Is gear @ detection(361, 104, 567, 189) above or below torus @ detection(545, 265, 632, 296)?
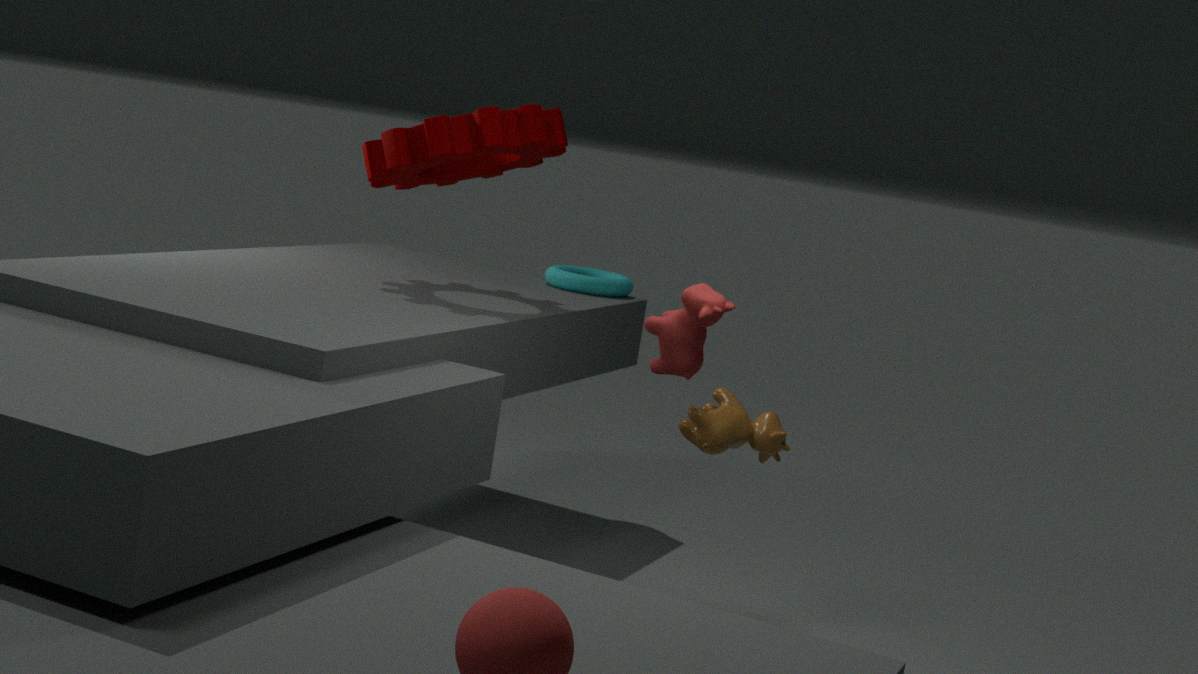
above
